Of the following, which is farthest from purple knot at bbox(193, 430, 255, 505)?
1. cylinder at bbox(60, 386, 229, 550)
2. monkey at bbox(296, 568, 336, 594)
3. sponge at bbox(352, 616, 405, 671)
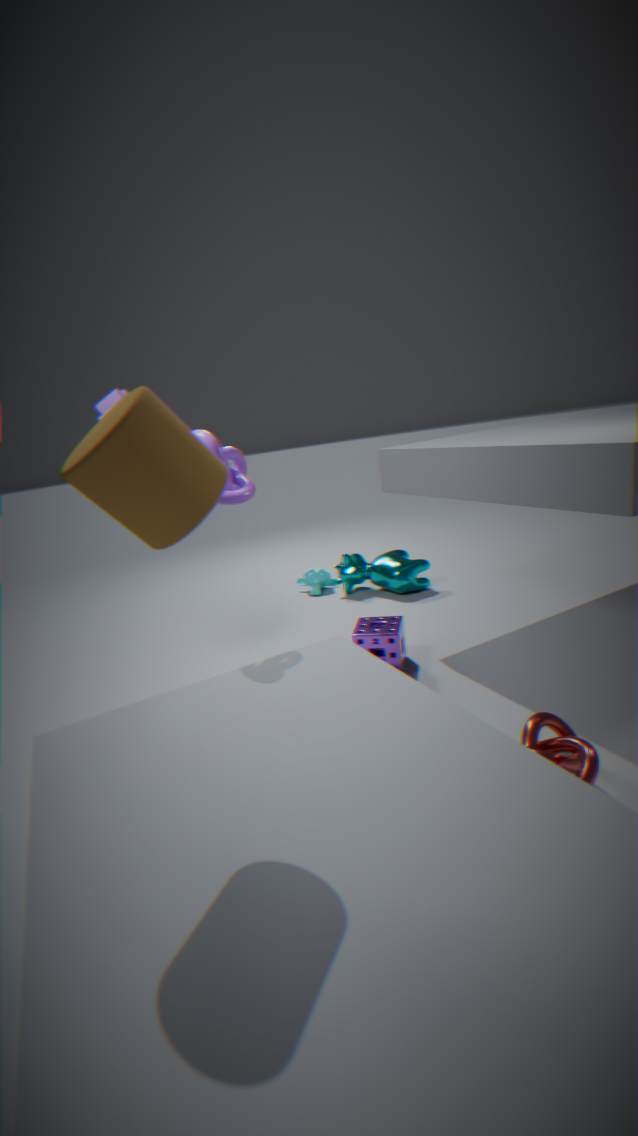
monkey at bbox(296, 568, 336, 594)
